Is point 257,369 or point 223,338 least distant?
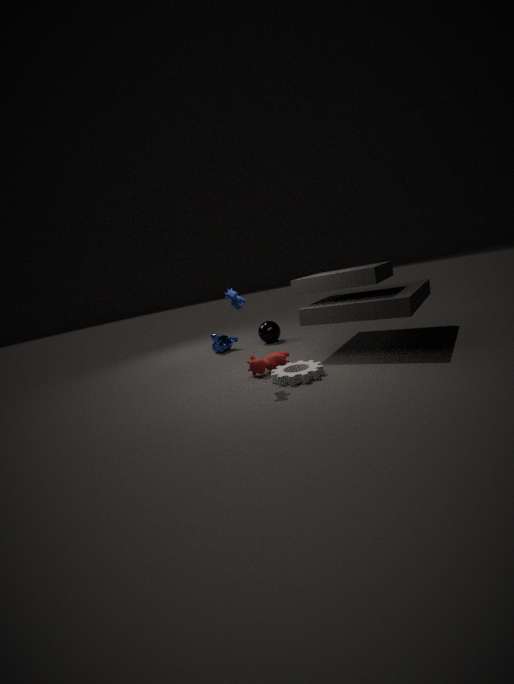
point 257,369
